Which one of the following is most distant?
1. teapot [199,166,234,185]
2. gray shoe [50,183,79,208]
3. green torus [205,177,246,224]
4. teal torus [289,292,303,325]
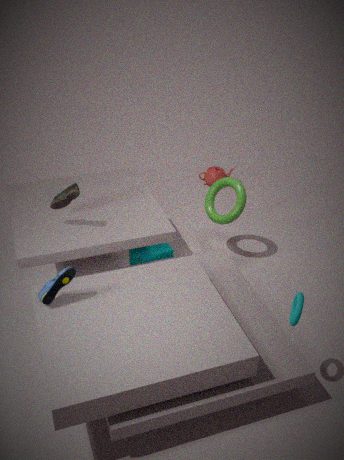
teapot [199,166,234,185]
